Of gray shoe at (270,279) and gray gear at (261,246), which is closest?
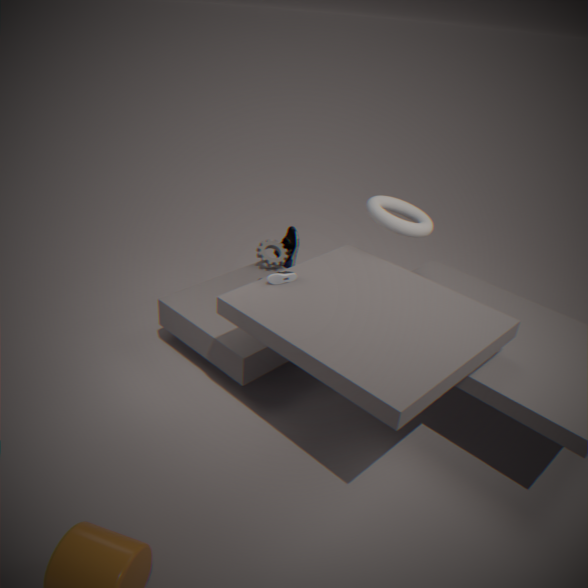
gray shoe at (270,279)
